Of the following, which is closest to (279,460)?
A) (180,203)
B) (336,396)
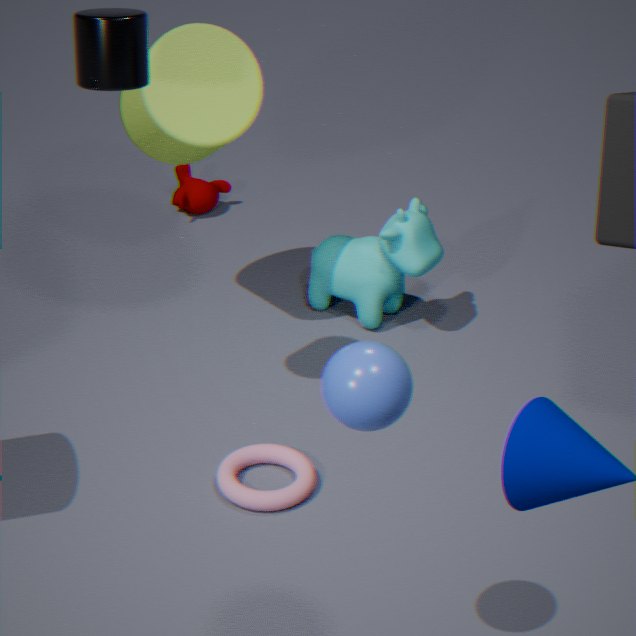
(336,396)
